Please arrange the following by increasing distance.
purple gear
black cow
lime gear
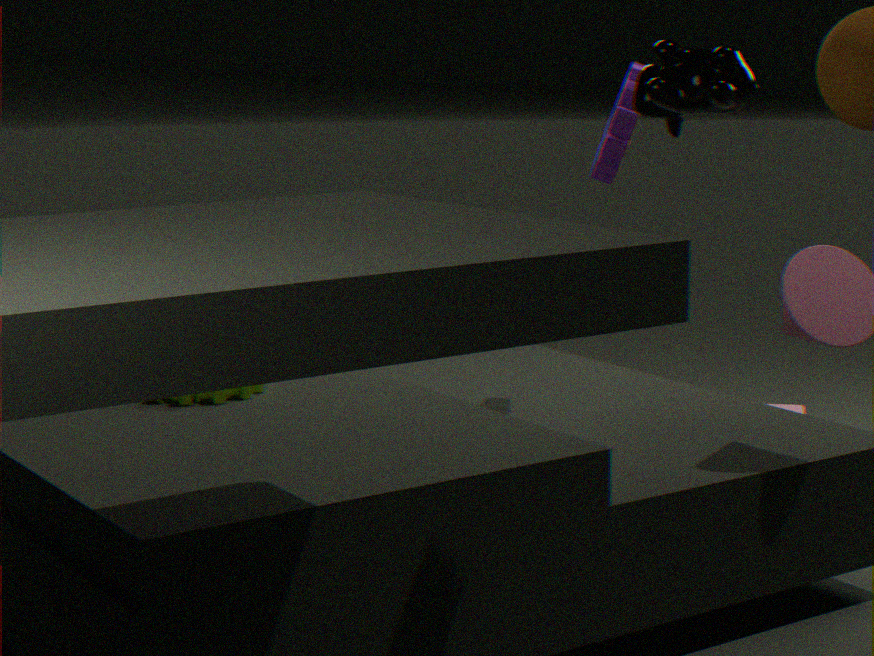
black cow, lime gear, purple gear
